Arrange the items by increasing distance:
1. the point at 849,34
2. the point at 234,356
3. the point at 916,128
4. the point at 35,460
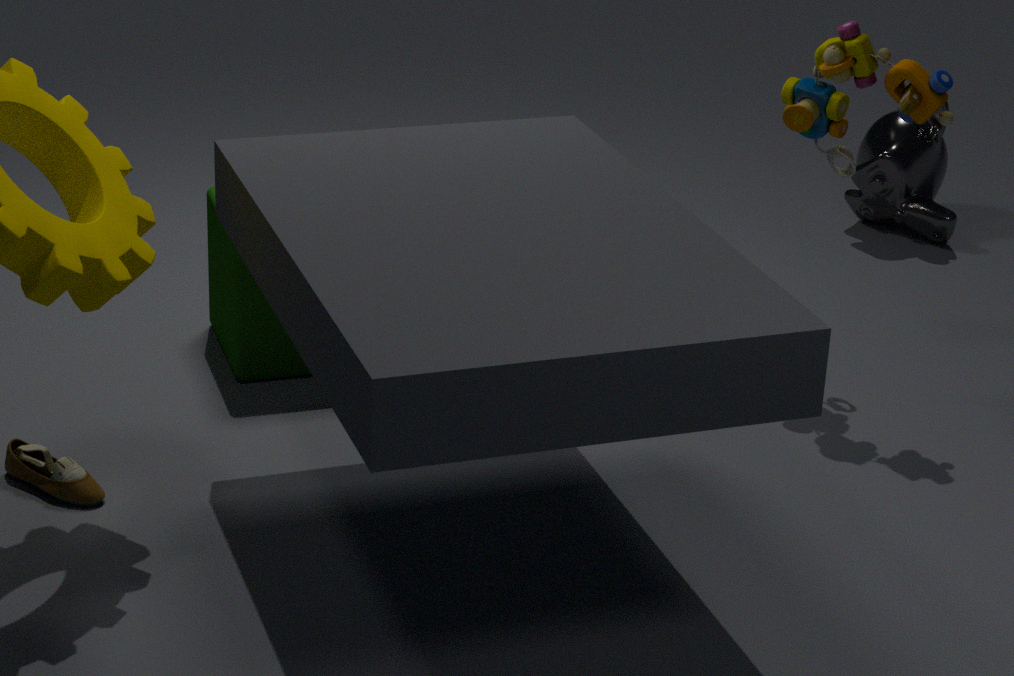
1. the point at 35,460
2. the point at 849,34
3. the point at 234,356
4. the point at 916,128
